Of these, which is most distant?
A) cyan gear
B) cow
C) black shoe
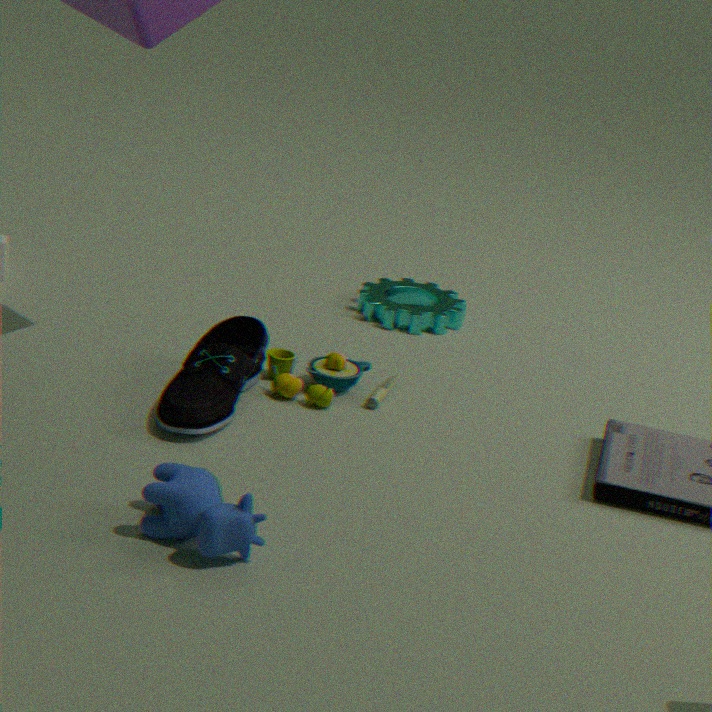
cyan gear
